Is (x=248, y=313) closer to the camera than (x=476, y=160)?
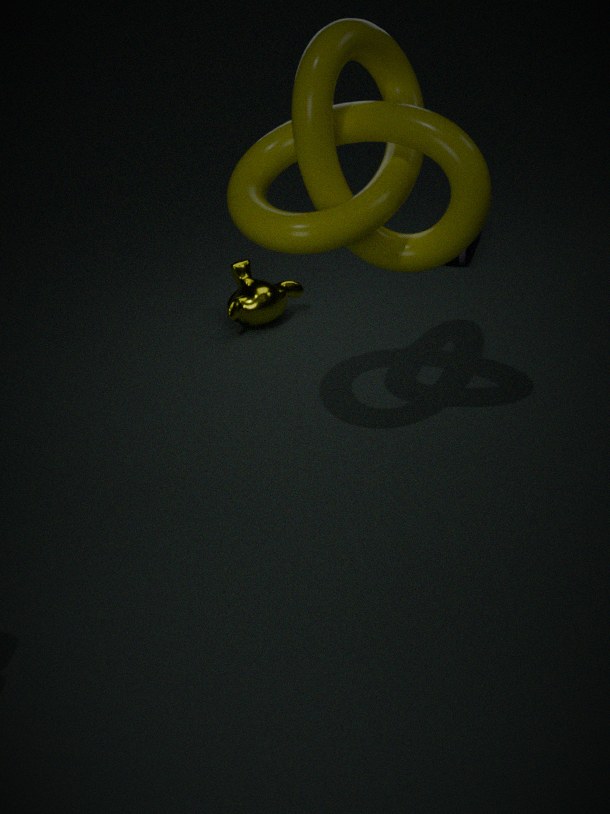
No
